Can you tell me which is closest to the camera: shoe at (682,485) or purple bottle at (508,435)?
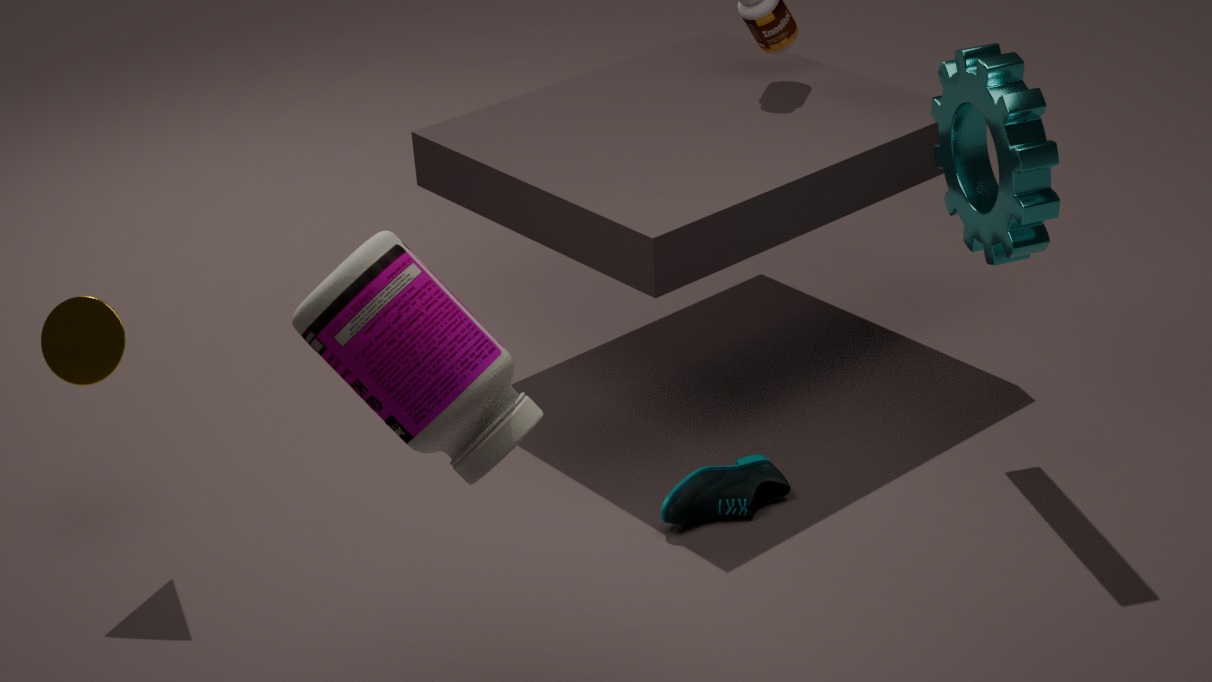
purple bottle at (508,435)
